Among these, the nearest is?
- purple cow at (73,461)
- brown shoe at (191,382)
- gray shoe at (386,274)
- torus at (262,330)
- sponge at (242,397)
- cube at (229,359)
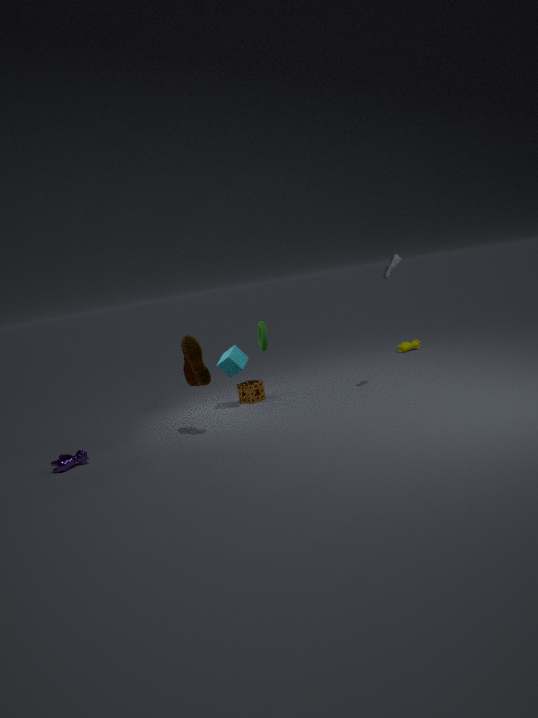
purple cow at (73,461)
